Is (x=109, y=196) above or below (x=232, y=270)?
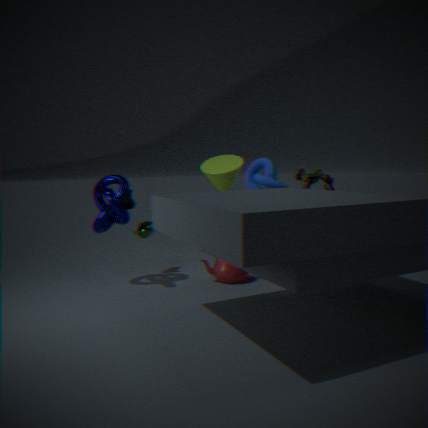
above
